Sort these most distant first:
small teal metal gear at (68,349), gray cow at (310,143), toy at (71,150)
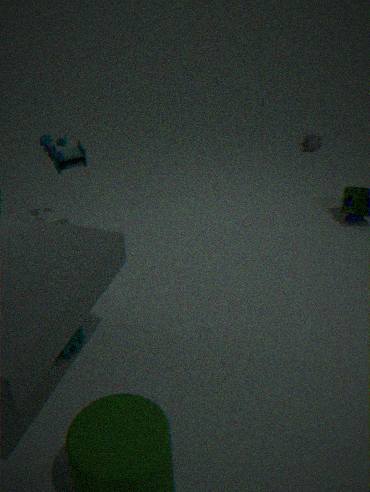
1. gray cow at (310,143)
2. toy at (71,150)
3. small teal metal gear at (68,349)
